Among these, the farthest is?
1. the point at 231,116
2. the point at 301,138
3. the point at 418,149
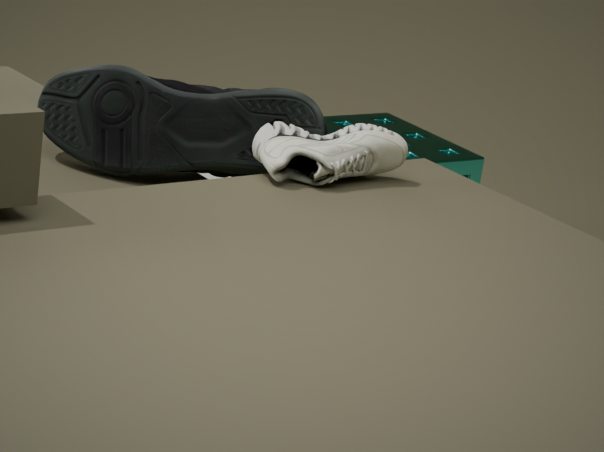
the point at 418,149
